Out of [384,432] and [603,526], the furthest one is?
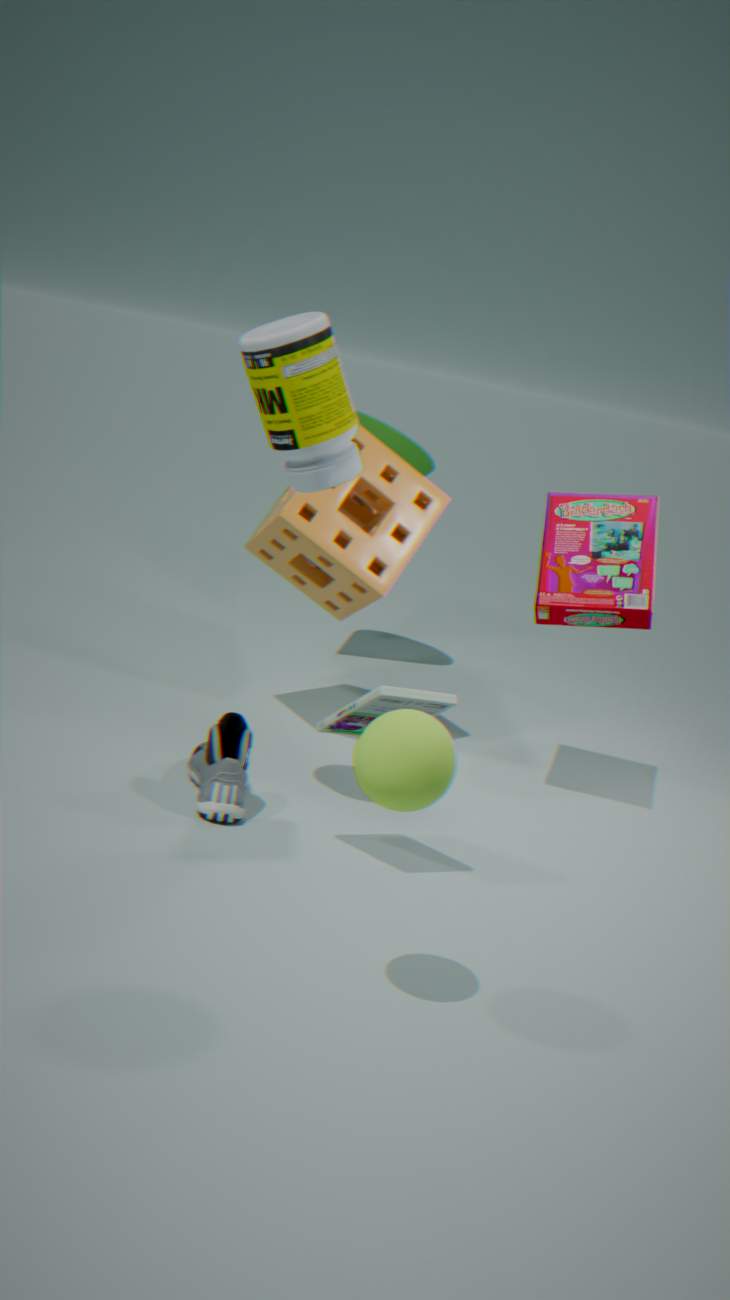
[384,432]
